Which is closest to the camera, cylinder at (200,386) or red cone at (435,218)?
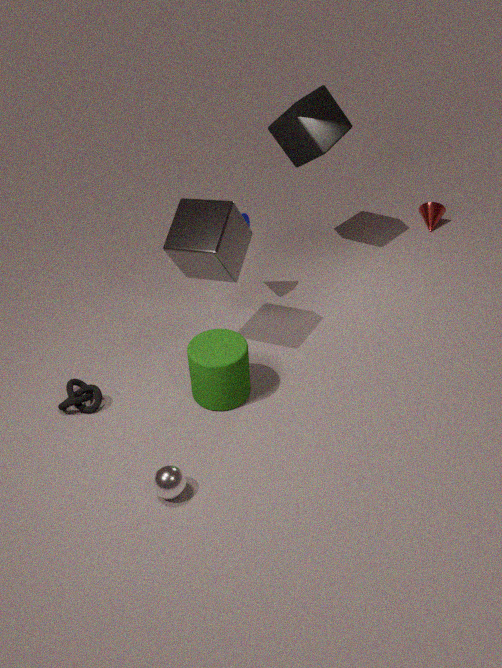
cylinder at (200,386)
